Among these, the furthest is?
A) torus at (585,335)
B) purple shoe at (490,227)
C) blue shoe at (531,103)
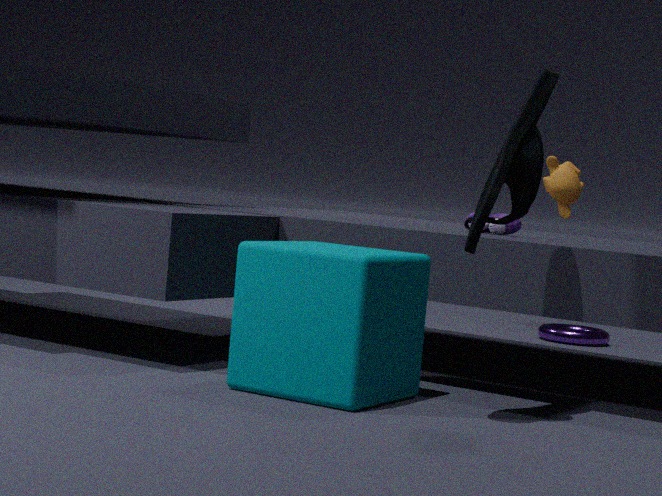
torus at (585,335)
